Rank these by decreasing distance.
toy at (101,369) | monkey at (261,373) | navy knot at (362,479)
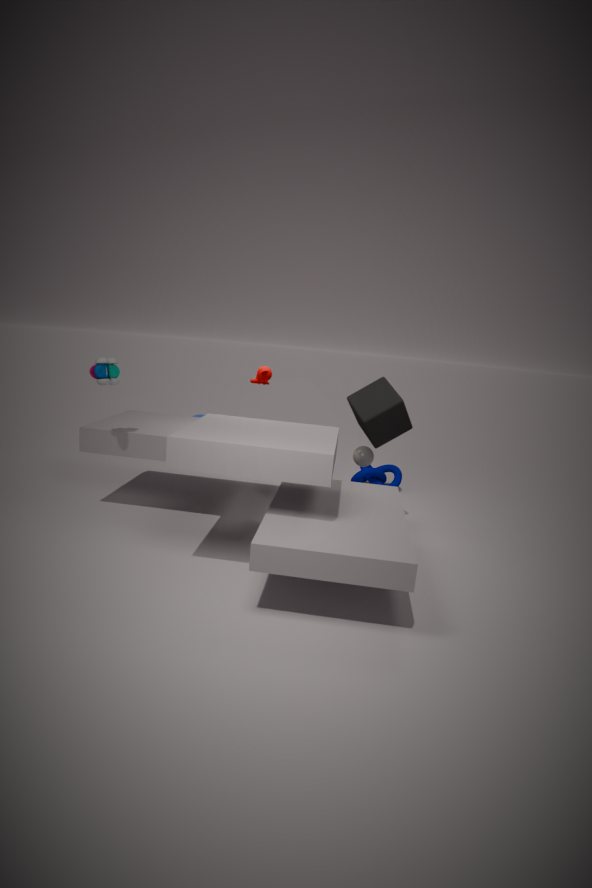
navy knot at (362,479), monkey at (261,373), toy at (101,369)
